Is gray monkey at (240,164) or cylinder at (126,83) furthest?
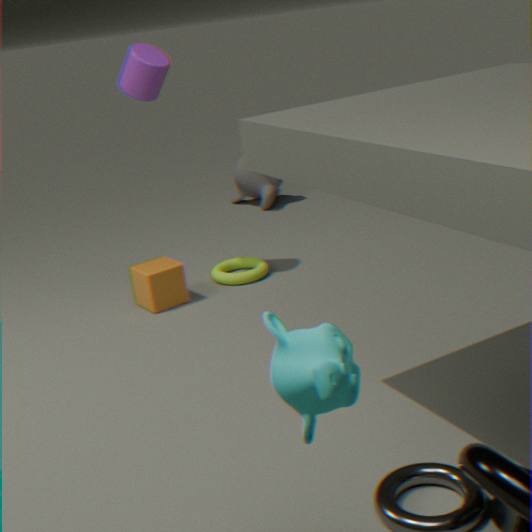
gray monkey at (240,164)
